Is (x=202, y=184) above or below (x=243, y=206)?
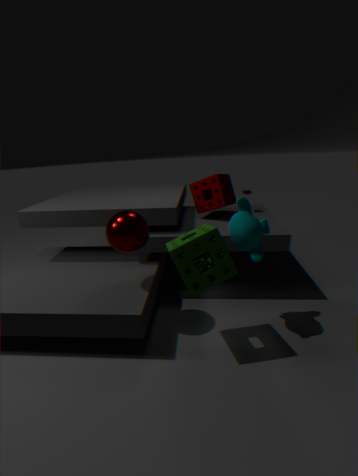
above
